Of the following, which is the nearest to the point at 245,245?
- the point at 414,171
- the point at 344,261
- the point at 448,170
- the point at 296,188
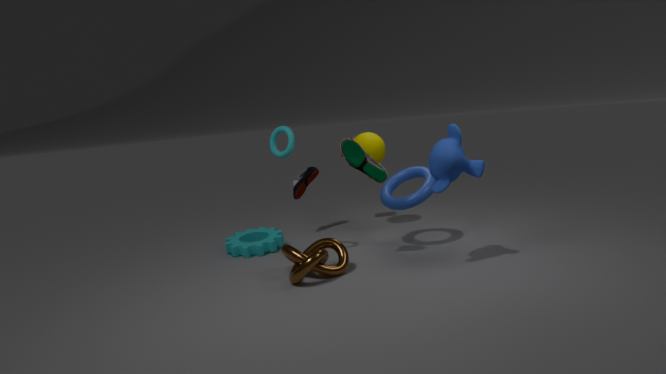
the point at 296,188
